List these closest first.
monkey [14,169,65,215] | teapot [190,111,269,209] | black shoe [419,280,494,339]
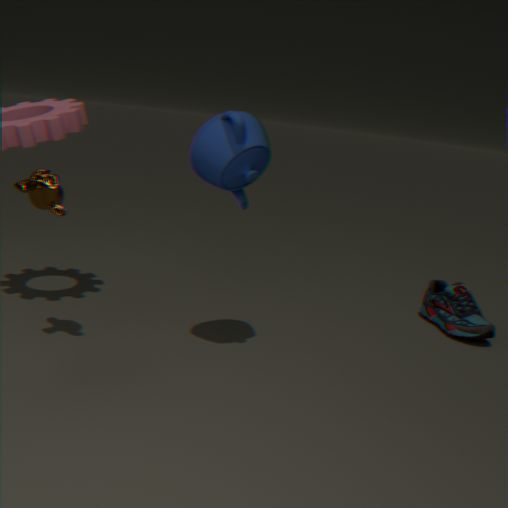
teapot [190,111,269,209]
monkey [14,169,65,215]
black shoe [419,280,494,339]
